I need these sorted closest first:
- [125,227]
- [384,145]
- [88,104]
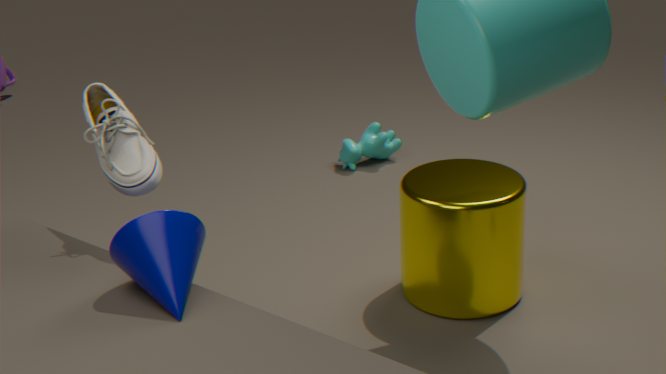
[125,227], [88,104], [384,145]
